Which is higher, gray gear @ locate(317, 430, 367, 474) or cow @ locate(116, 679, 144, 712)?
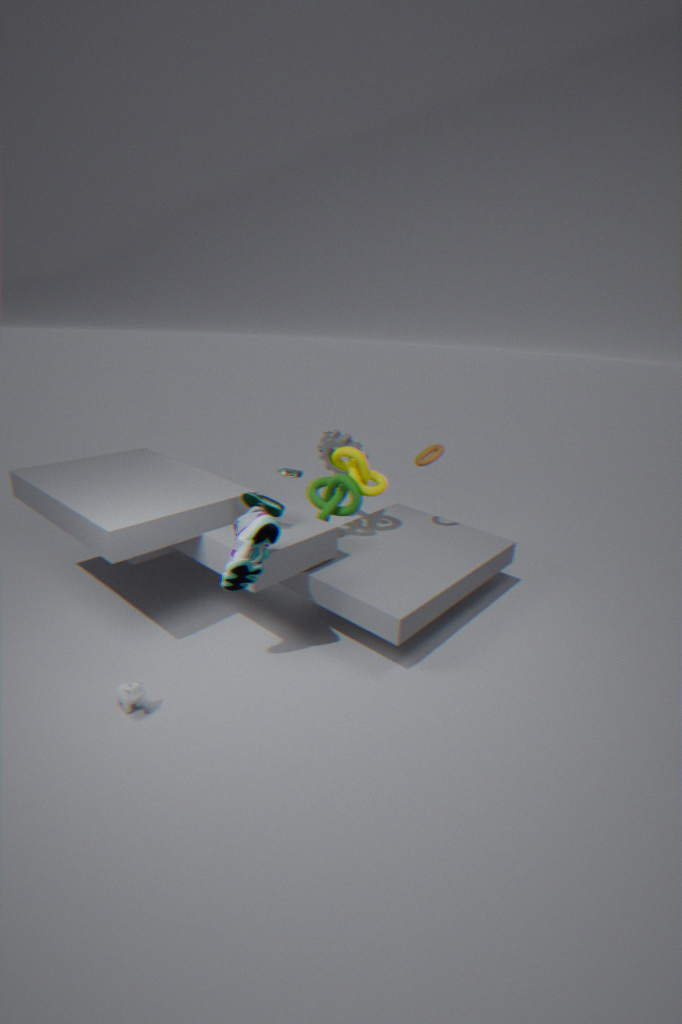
gray gear @ locate(317, 430, 367, 474)
